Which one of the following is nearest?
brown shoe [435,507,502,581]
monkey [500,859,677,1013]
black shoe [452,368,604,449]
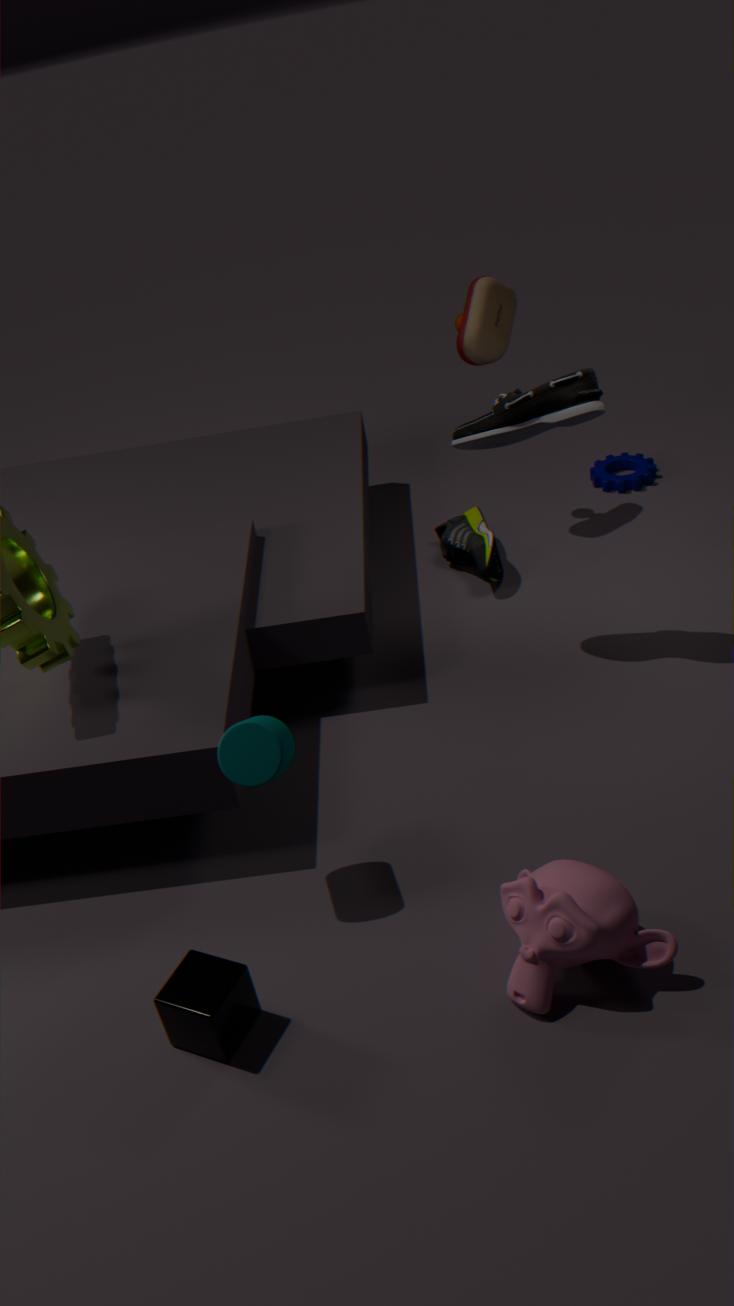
monkey [500,859,677,1013]
